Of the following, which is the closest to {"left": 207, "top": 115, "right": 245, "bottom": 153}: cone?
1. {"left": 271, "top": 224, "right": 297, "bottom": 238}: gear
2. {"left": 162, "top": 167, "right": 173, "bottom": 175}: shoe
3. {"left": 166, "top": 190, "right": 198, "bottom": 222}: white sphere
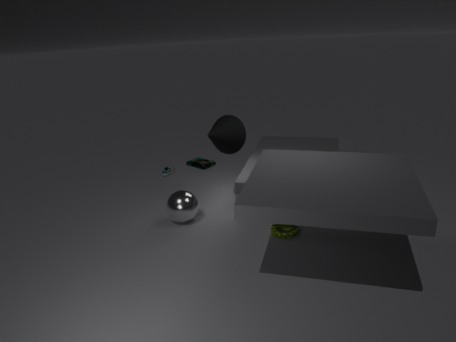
{"left": 166, "top": 190, "right": 198, "bottom": 222}: white sphere
